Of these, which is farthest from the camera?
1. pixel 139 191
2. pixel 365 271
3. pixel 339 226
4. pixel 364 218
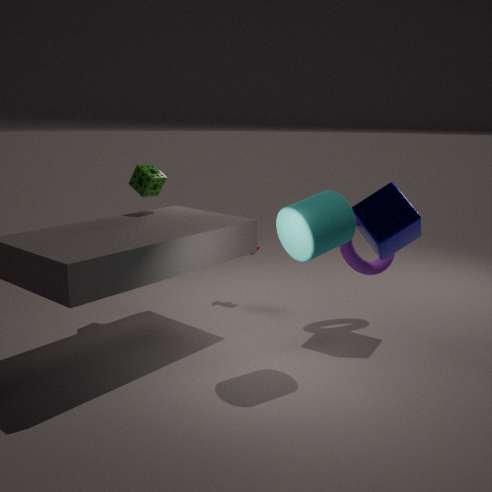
pixel 365 271
